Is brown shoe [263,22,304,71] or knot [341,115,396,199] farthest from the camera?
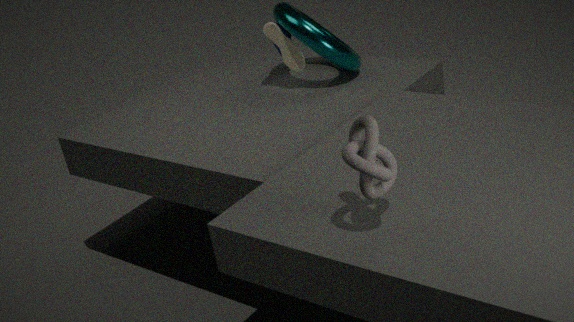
brown shoe [263,22,304,71]
